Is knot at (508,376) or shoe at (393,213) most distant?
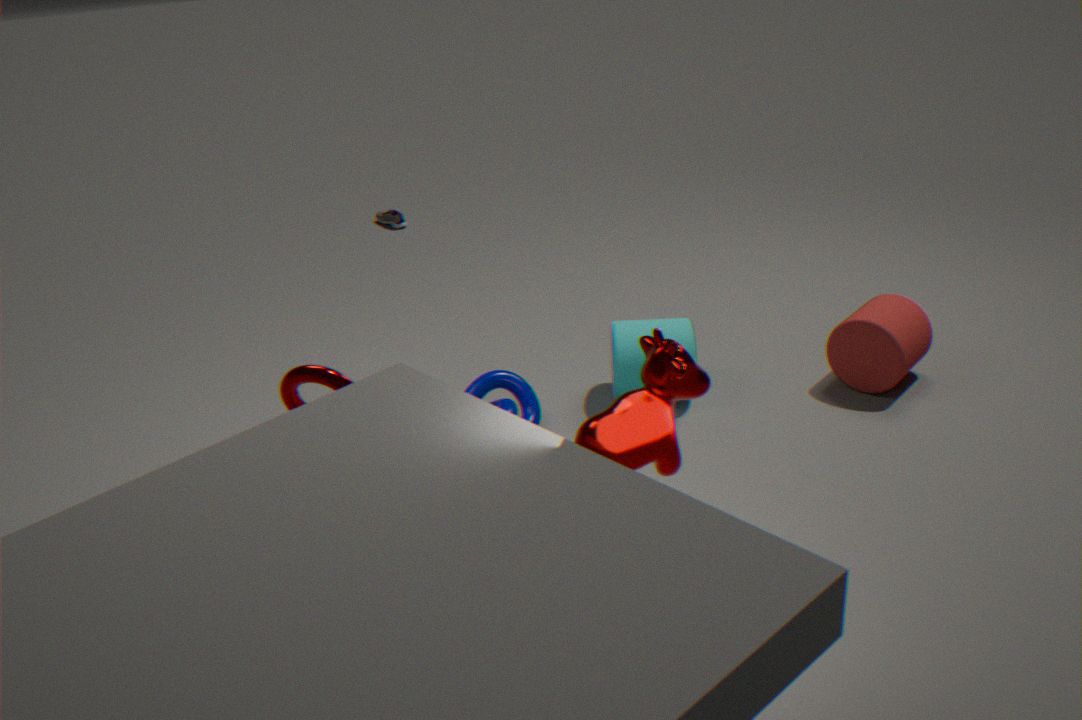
shoe at (393,213)
